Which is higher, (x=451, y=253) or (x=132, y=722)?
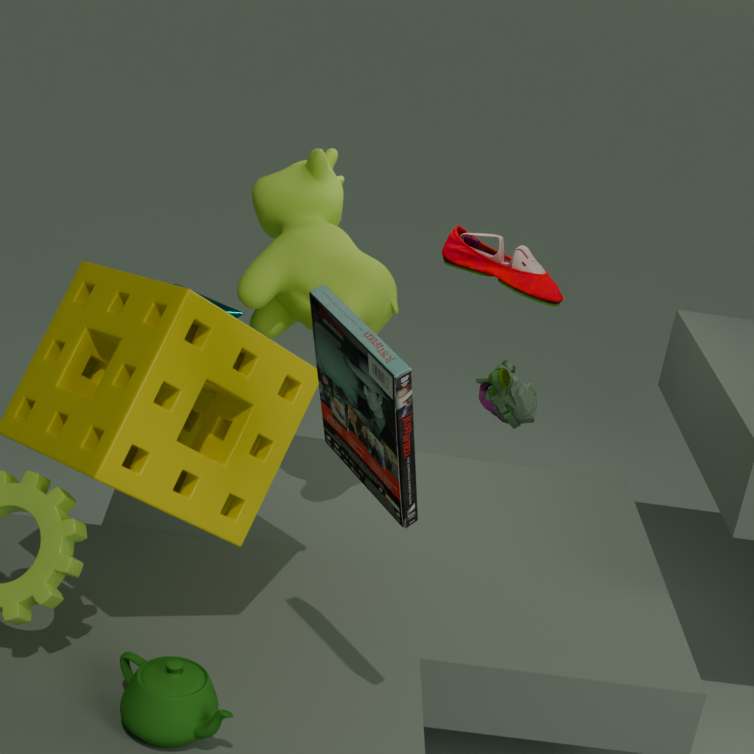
(x=451, y=253)
